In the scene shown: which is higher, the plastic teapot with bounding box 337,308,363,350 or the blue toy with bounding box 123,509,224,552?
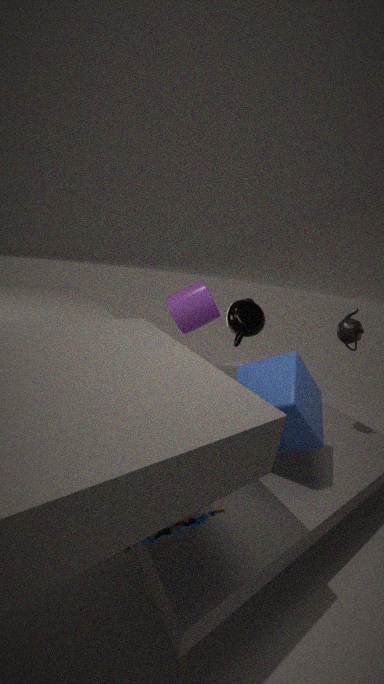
the plastic teapot with bounding box 337,308,363,350
